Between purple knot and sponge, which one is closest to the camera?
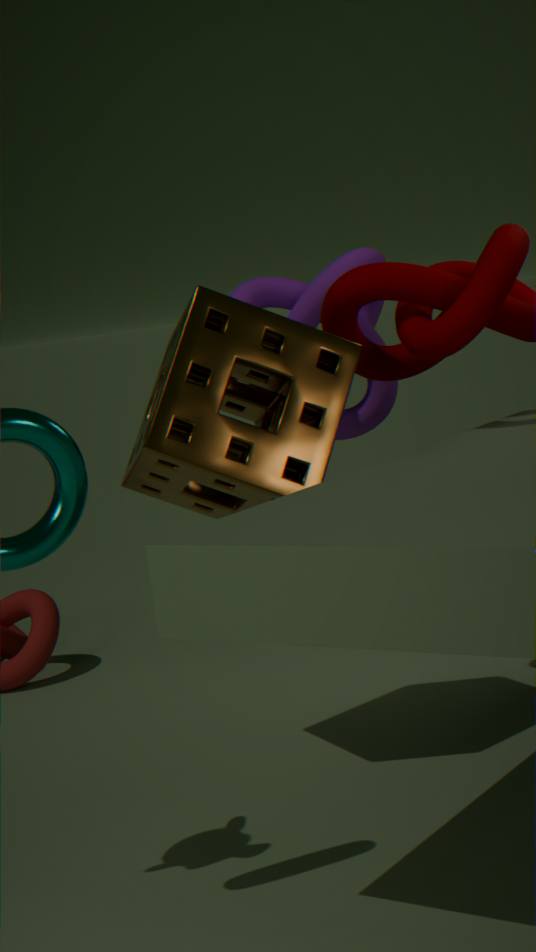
sponge
